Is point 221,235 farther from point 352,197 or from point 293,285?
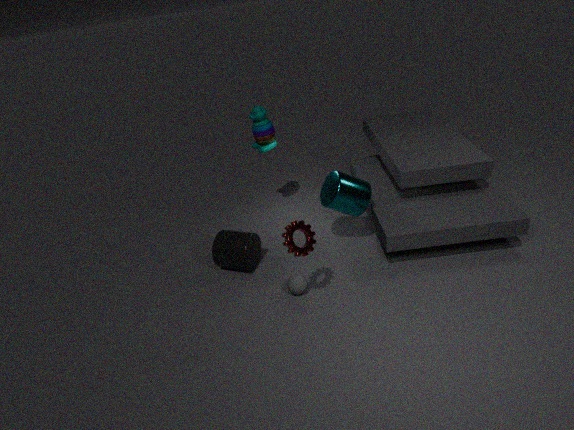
point 352,197
